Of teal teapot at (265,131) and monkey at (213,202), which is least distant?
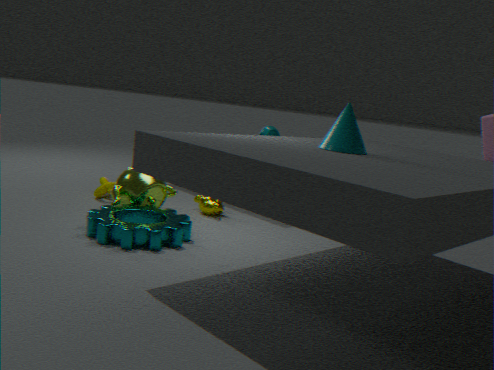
monkey at (213,202)
